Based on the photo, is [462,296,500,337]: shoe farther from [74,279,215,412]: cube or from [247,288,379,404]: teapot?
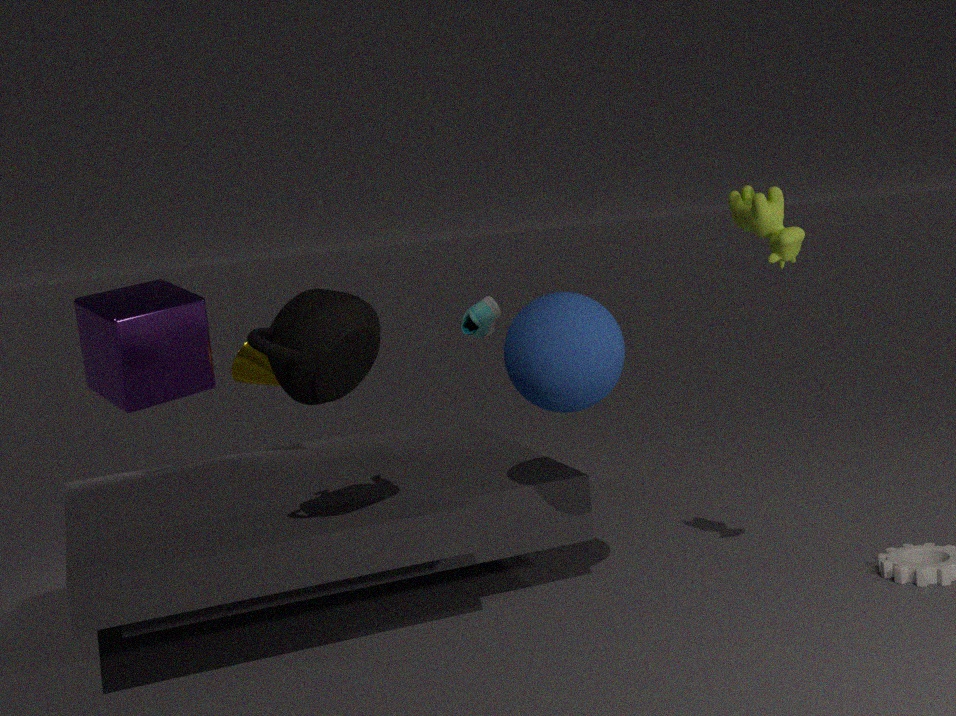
[247,288,379,404]: teapot
